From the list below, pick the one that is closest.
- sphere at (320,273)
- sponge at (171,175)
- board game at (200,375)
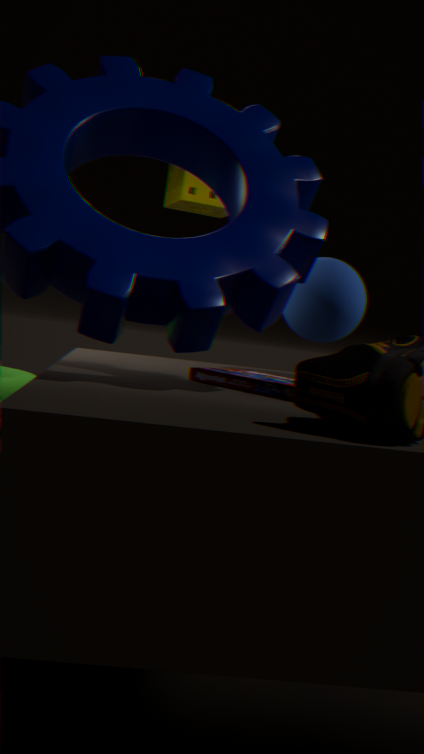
board game at (200,375)
